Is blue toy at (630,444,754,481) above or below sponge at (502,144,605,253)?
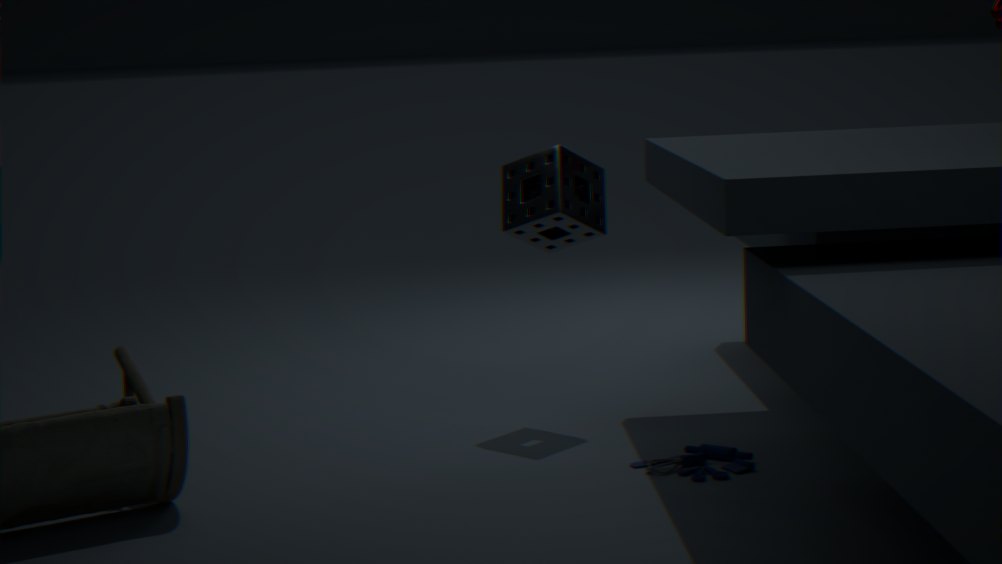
below
